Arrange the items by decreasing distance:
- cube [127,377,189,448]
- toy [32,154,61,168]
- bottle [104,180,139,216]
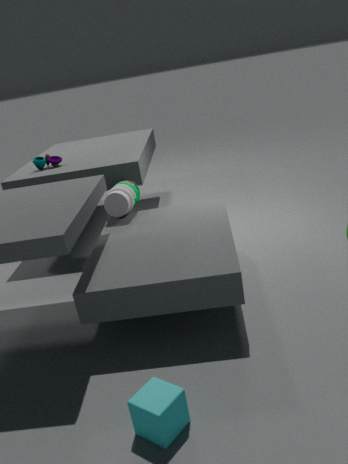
toy [32,154,61,168] < bottle [104,180,139,216] < cube [127,377,189,448]
